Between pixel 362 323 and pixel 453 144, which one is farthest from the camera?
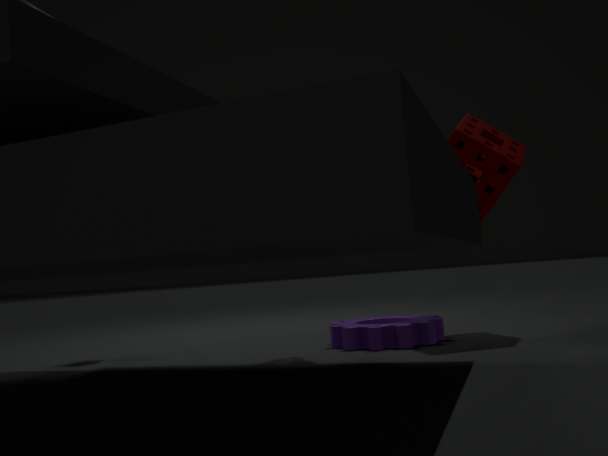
pixel 362 323
